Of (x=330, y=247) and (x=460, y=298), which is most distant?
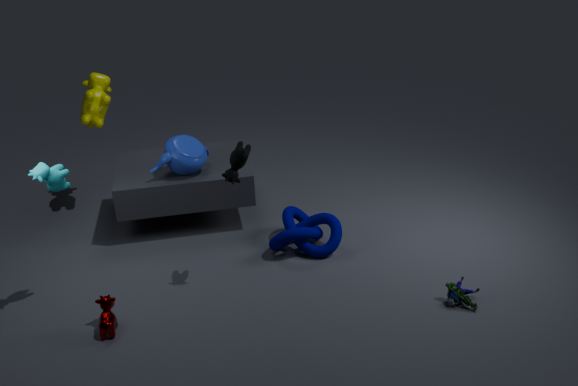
(x=330, y=247)
